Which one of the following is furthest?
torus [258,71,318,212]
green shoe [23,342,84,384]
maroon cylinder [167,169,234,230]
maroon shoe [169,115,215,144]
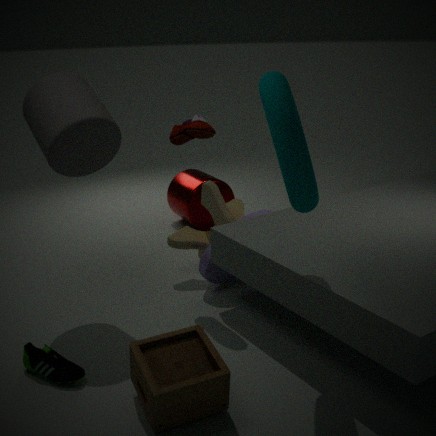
maroon cylinder [167,169,234,230]
